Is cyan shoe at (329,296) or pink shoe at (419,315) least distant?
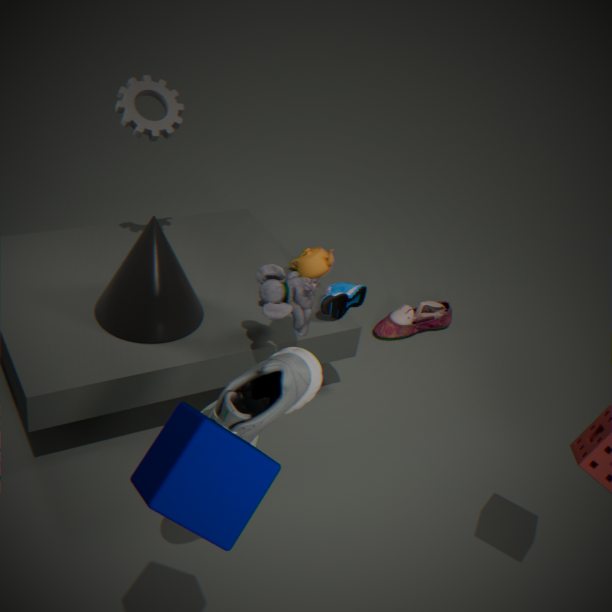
cyan shoe at (329,296)
